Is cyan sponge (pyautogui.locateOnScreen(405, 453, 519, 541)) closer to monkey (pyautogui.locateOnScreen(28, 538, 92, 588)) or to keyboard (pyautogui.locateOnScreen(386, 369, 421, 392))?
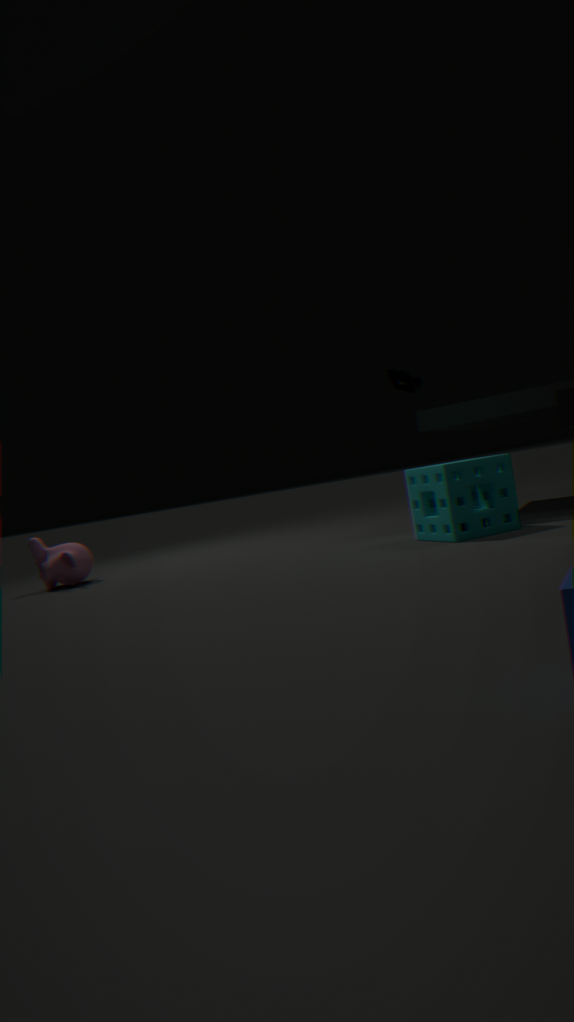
keyboard (pyautogui.locateOnScreen(386, 369, 421, 392))
